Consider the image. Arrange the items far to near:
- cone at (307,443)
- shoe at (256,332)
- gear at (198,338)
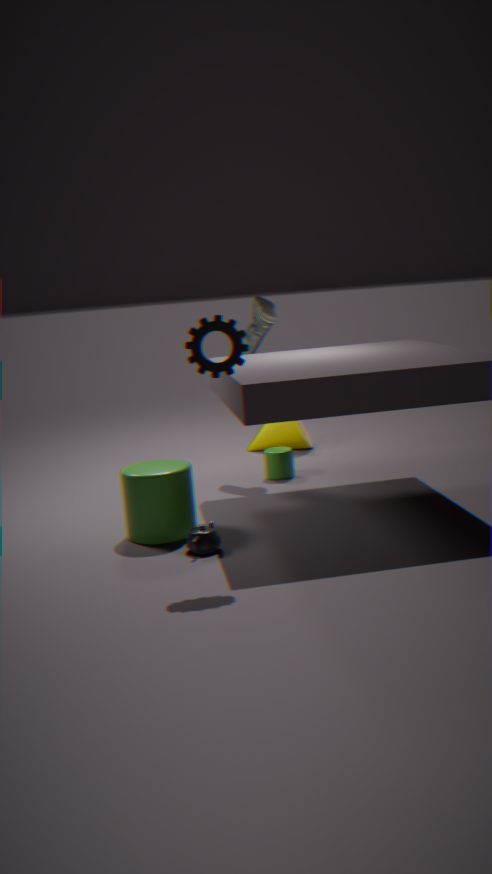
cone at (307,443) < shoe at (256,332) < gear at (198,338)
